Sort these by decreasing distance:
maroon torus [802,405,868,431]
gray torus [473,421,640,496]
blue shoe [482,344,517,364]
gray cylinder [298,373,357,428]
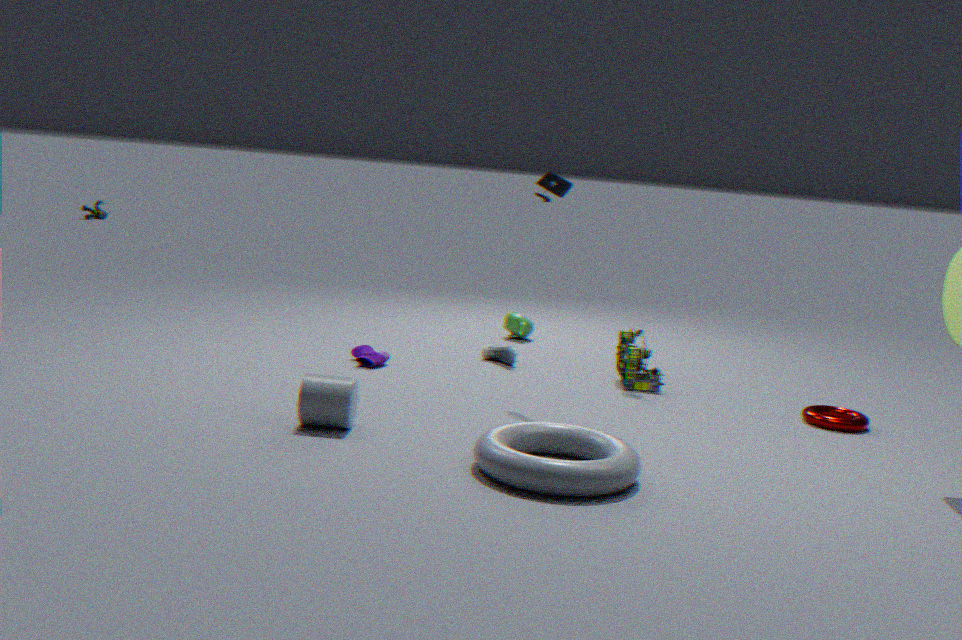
blue shoe [482,344,517,364]
maroon torus [802,405,868,431]
gray cylinder [298,373,357,428]
gray torus [473,421,640,496]
